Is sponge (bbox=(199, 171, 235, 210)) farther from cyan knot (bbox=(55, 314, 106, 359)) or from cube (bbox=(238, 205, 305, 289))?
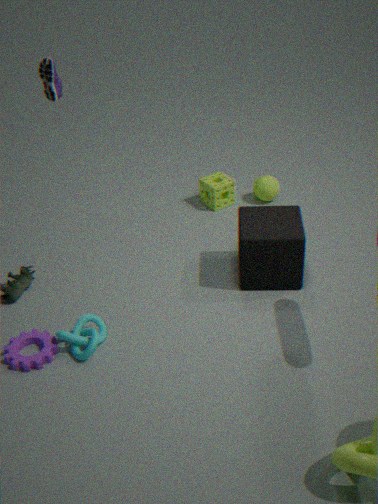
cyan knot (bbox=(55, 314, 106, 359))
